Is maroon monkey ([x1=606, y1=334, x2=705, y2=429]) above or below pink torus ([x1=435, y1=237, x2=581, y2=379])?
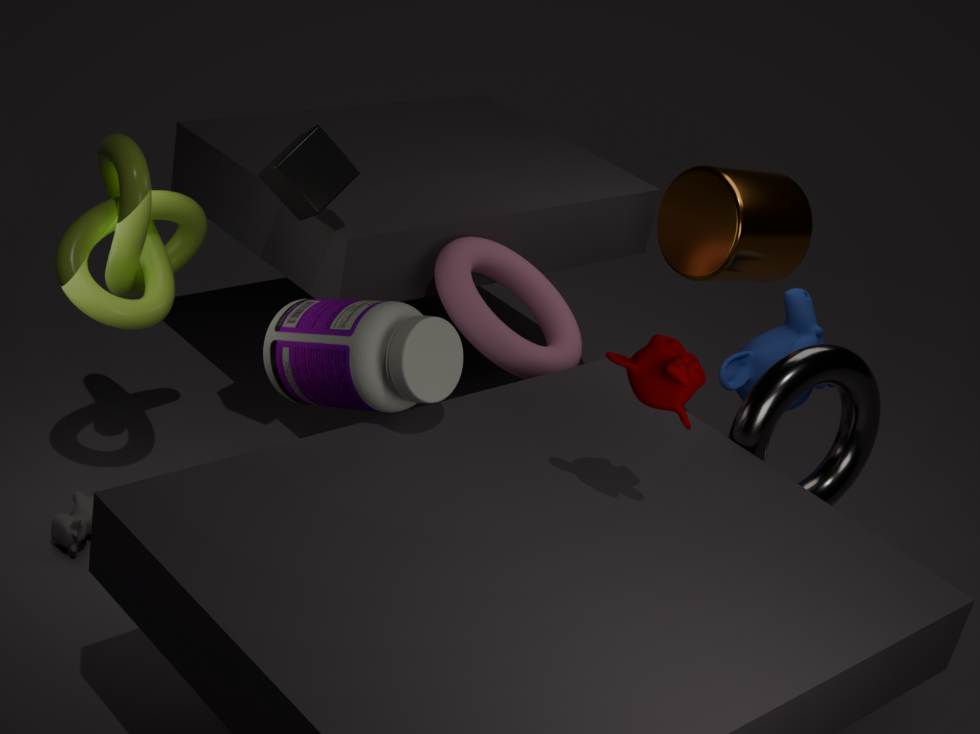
above
